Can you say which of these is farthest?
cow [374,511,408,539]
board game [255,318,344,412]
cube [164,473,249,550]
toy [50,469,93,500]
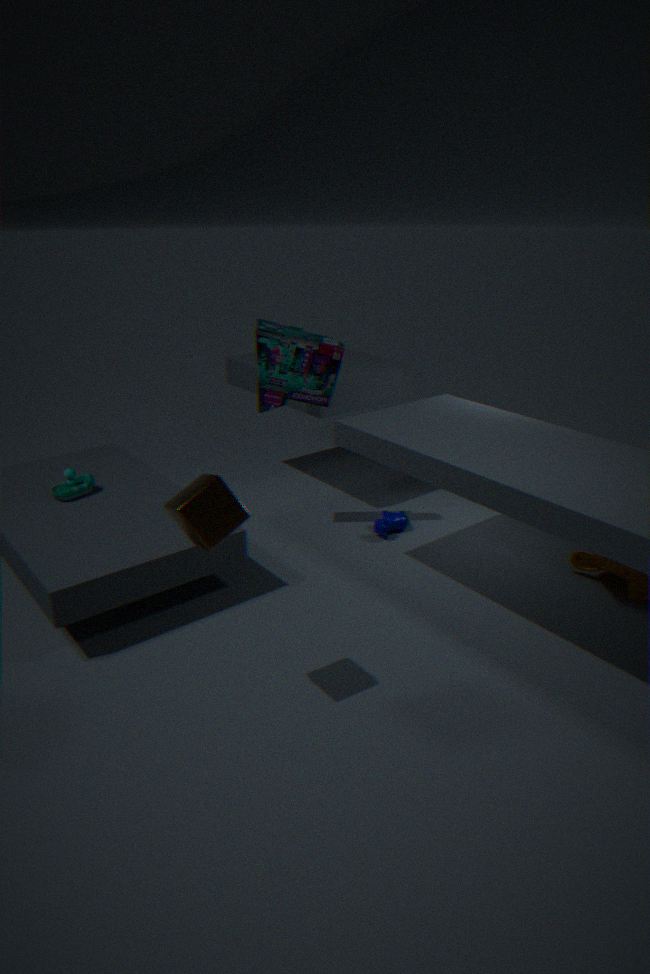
cow [374,511,408,539]
